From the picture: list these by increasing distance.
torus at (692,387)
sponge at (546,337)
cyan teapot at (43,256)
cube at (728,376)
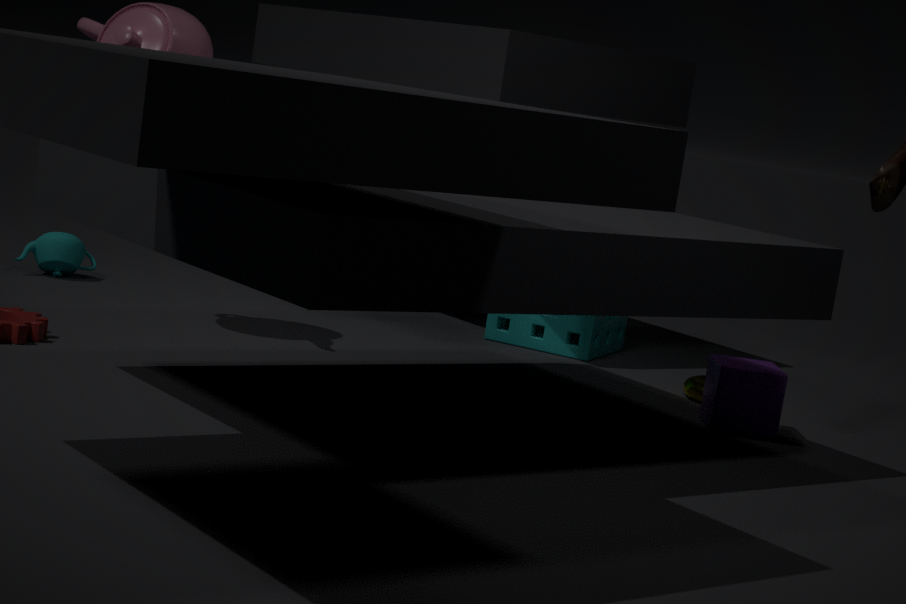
cube at (728,376) → torus at (692,387) → sponge at (546,337) → cyan teapot at (43,256)
